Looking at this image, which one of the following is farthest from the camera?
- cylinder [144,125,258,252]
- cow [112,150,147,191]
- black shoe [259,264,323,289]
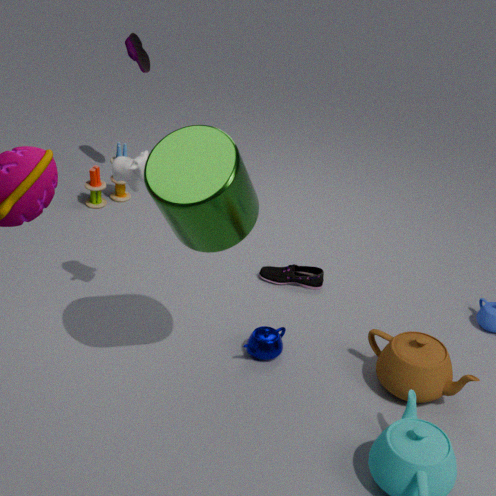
black shoe [259,264,323,289]
